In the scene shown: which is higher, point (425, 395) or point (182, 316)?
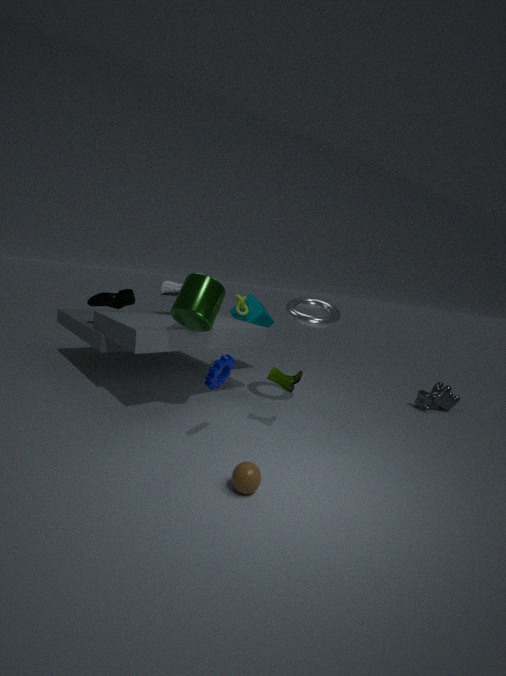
point (182, 316)
